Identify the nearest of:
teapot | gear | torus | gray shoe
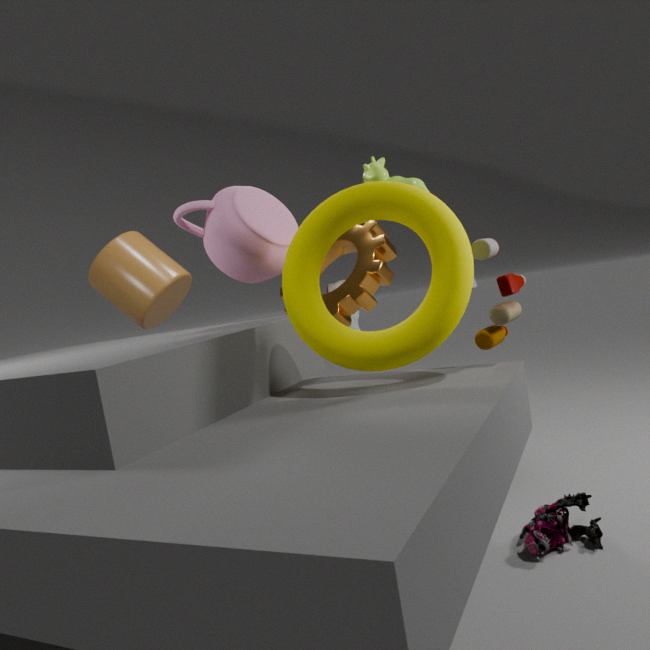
torus
